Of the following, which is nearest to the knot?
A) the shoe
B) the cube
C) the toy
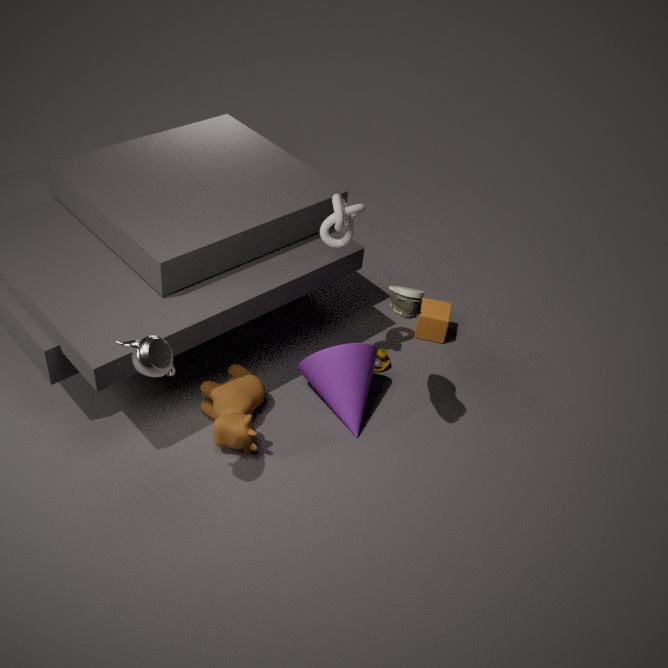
the shoe
